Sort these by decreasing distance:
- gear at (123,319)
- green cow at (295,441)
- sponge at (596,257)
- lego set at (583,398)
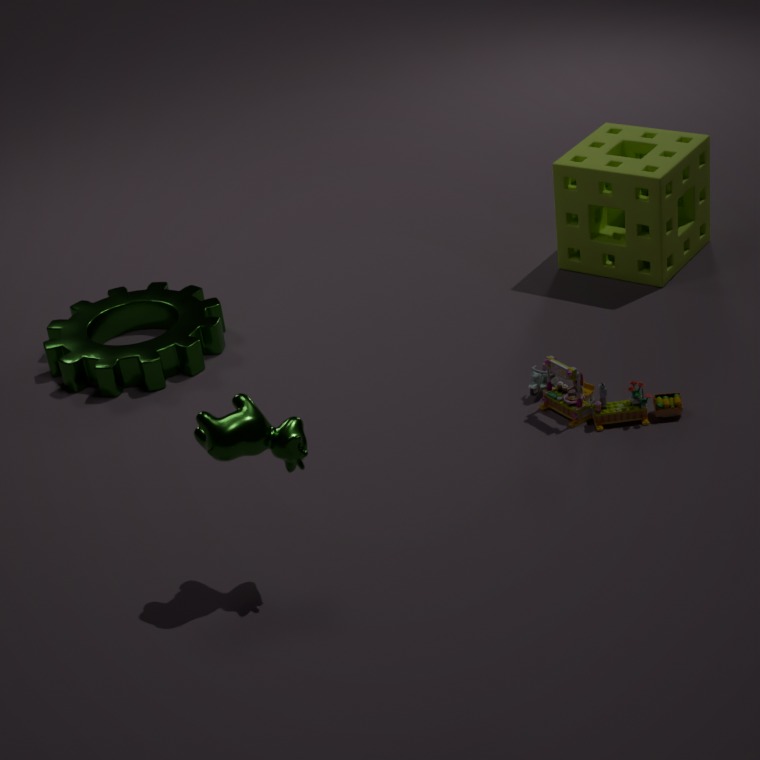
sponge at (596,257) → gear at (123,319) → lego set at (583,398) → green cow at (295,441)
